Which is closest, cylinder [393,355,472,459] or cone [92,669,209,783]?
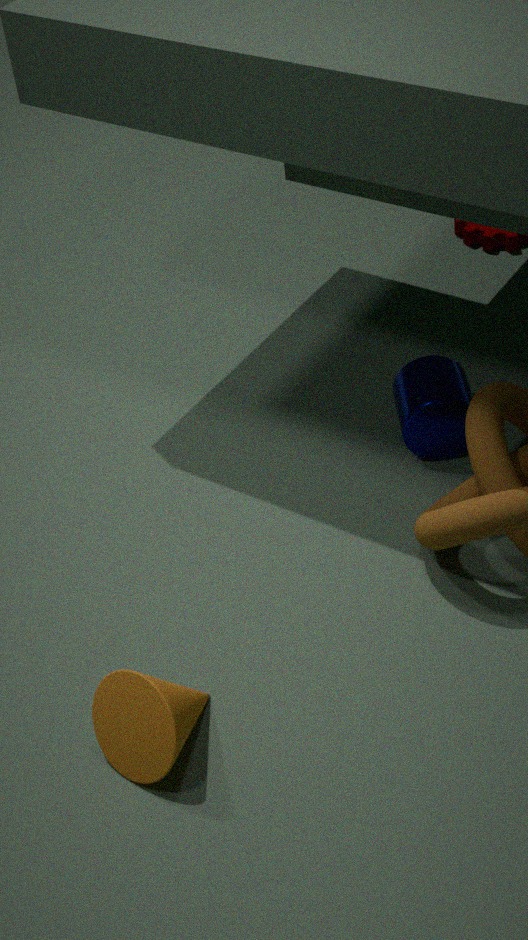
cone [92,669,209,783]
